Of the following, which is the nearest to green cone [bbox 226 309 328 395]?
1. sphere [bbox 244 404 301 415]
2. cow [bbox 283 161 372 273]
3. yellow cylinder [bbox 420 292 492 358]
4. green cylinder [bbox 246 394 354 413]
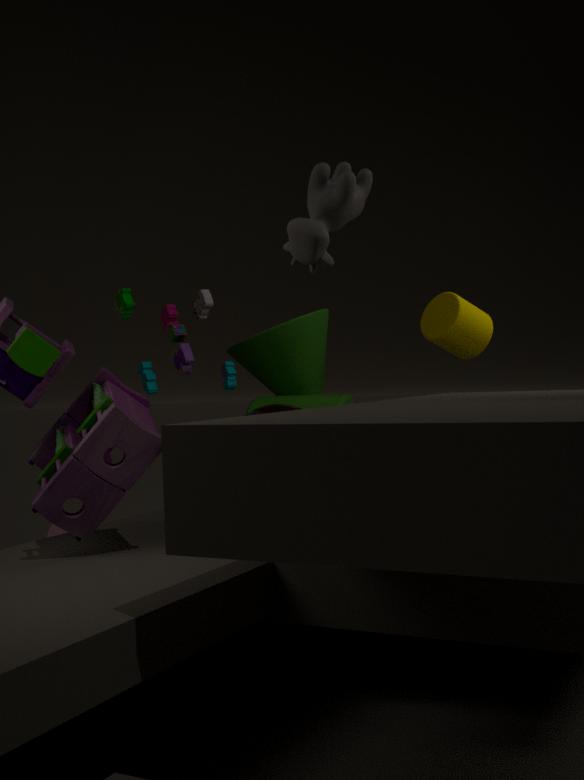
green cylinder [bbox 246 394 354 413]
